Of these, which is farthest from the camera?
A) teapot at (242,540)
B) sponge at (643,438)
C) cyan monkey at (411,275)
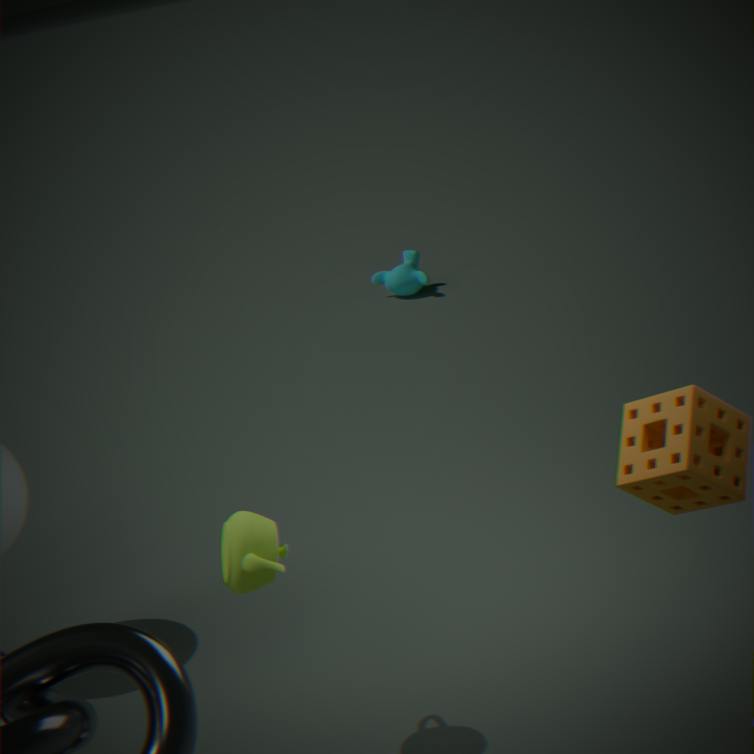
cyan monkey at (411,275)
